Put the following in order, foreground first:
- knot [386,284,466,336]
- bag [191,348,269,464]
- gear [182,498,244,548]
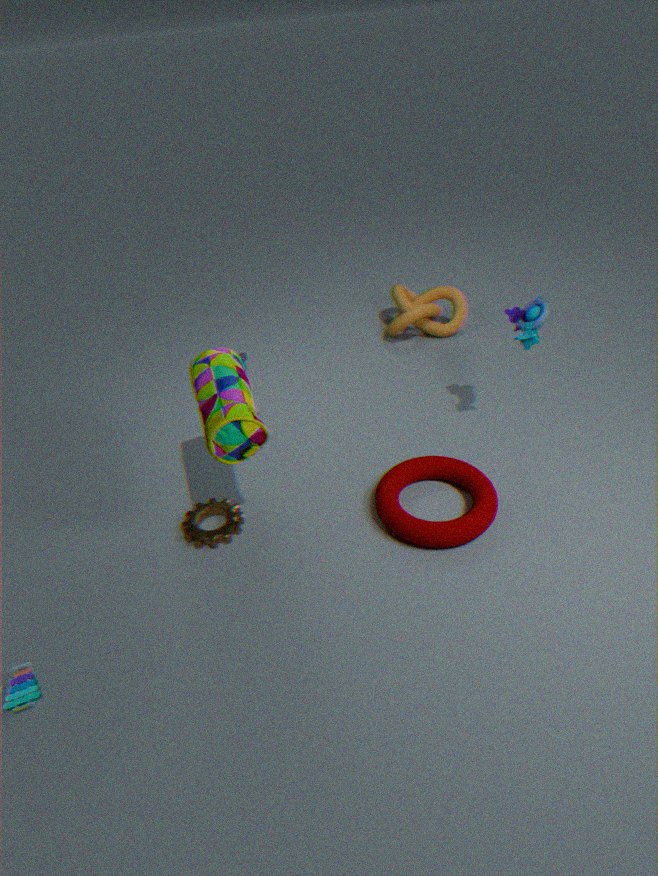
bag [191,348,269,464] → gear [182,498,244,548] → knot [386,284,466,336]
